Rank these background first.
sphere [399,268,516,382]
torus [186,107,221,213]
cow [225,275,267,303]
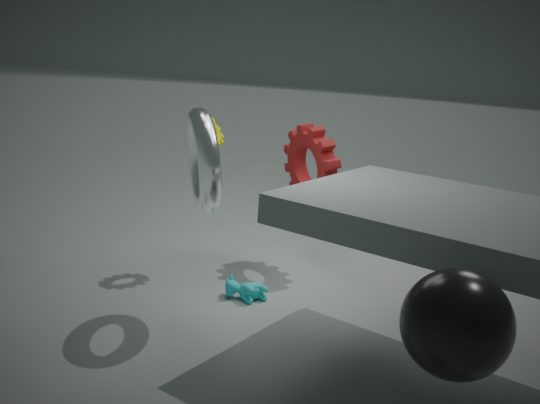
cow [225,275,267,303]
torus [186,107,221,213]
sphere [399,268,516,382]
